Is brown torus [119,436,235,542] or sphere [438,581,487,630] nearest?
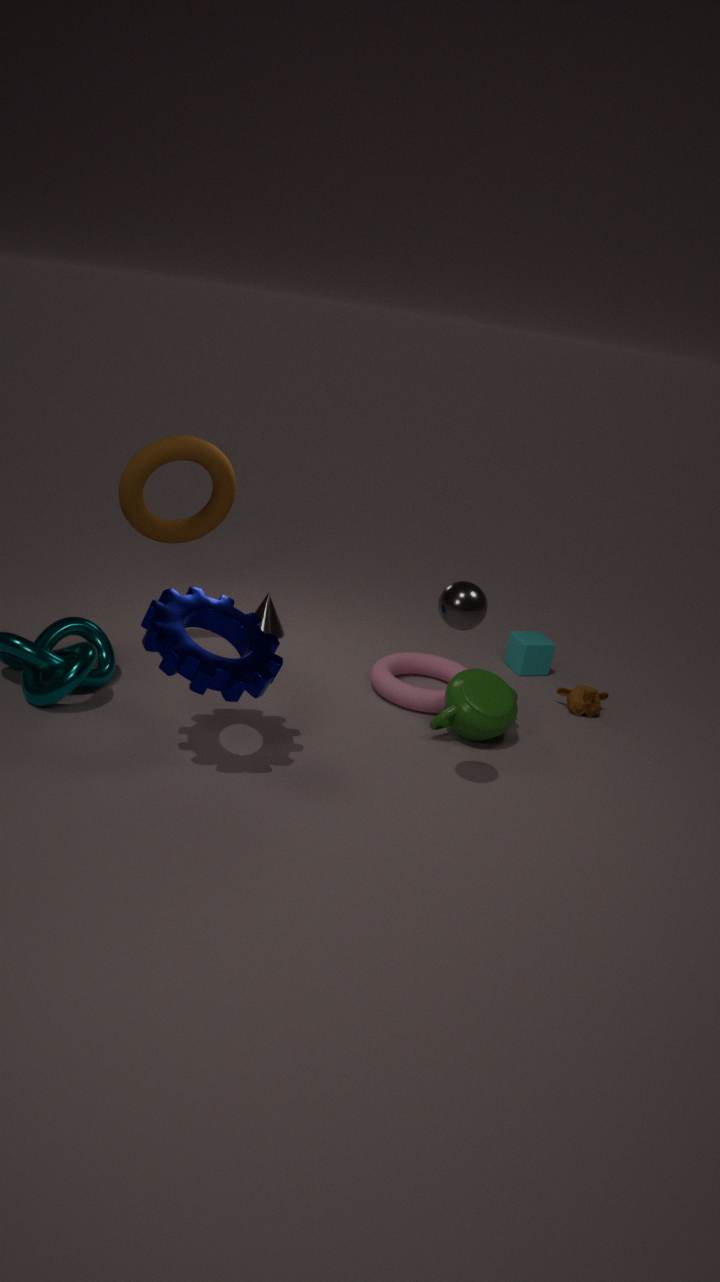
sphere [438,581,487,630]
